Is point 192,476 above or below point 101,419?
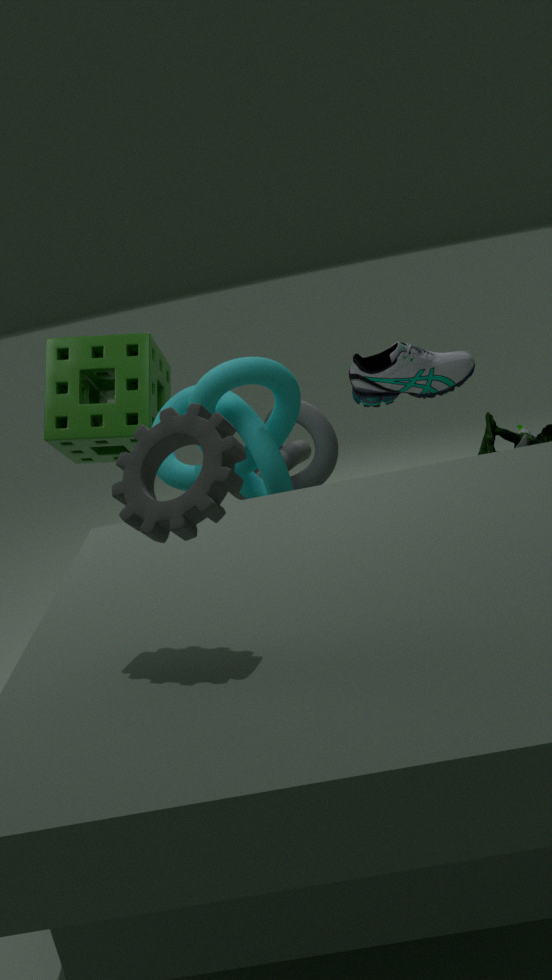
below
